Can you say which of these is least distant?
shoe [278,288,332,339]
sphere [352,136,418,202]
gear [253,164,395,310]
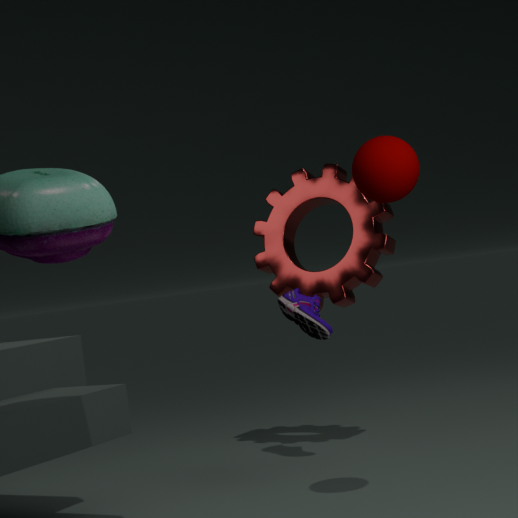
sphere [352,136,418,202]
